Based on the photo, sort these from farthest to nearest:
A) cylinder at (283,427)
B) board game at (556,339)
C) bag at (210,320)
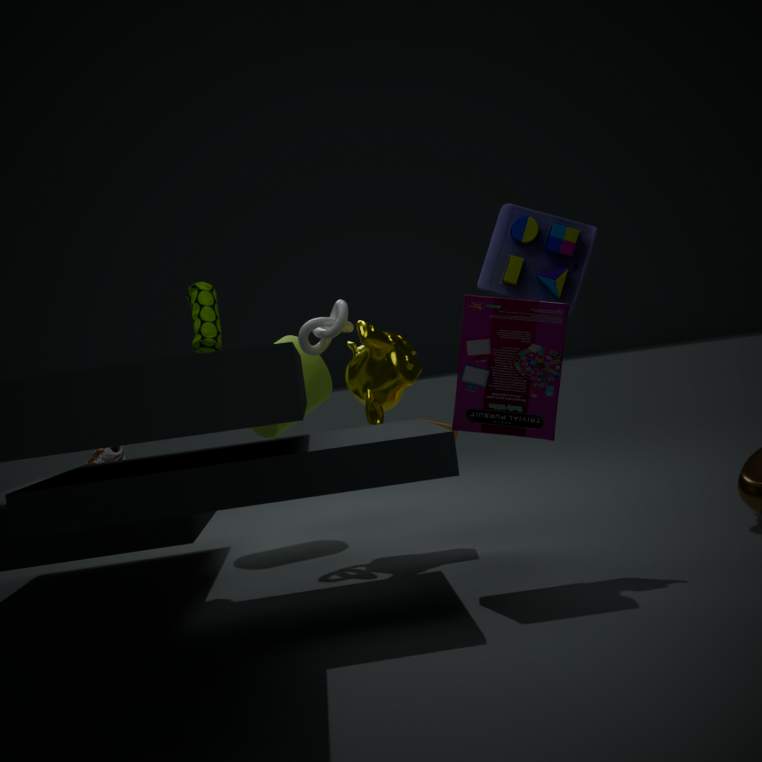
cylinder at (283,427)
bag at (210,320)
board game at (556,339)
